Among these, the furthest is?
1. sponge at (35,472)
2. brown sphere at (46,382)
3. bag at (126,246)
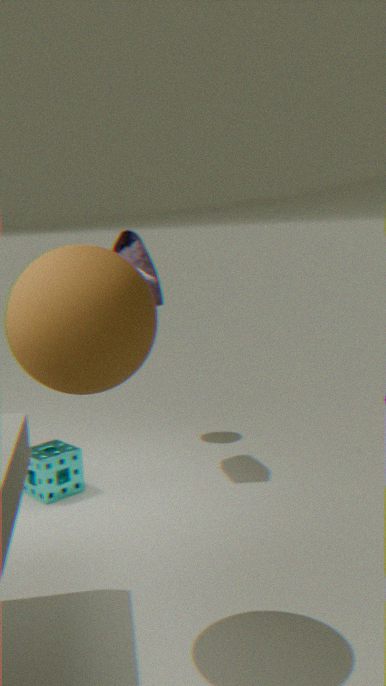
bag at (126,246)
